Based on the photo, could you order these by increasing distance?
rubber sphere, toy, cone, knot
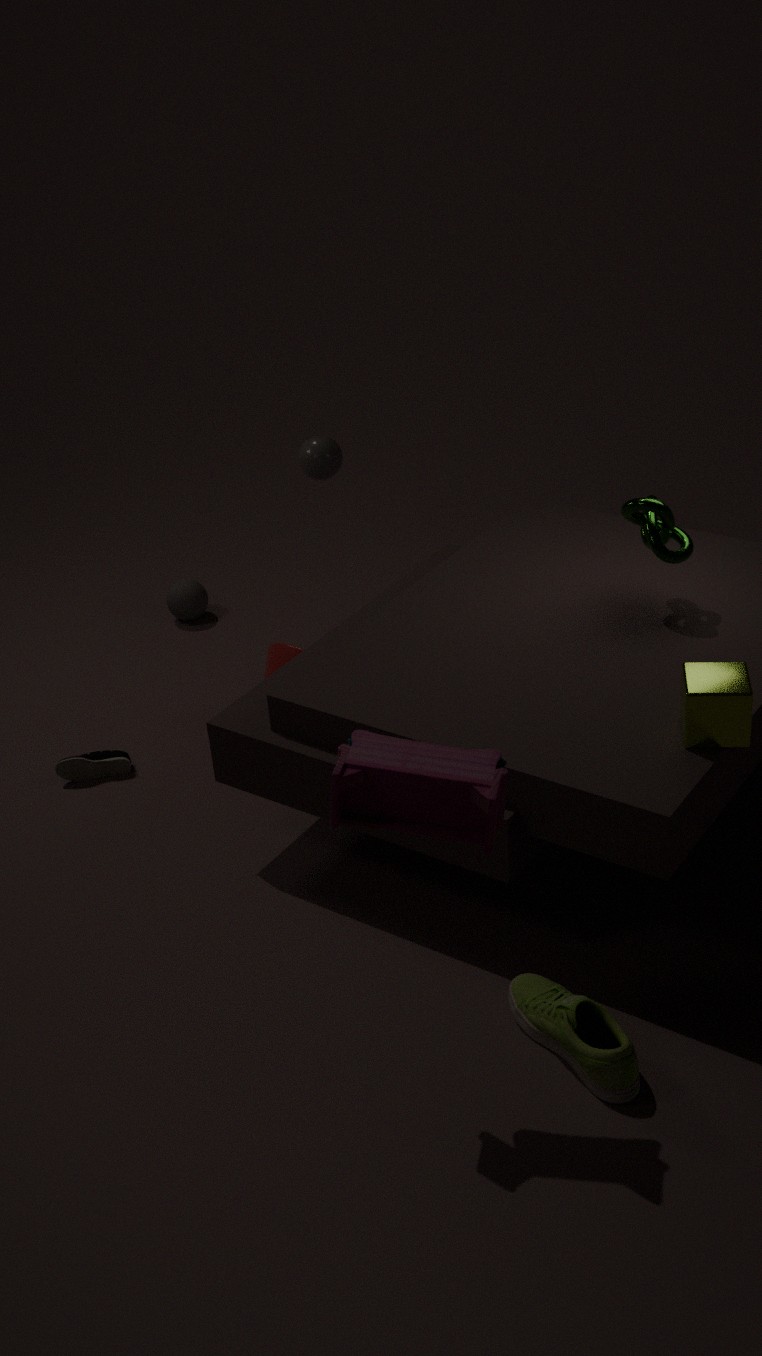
toy < knot < cone < rubber sphere
